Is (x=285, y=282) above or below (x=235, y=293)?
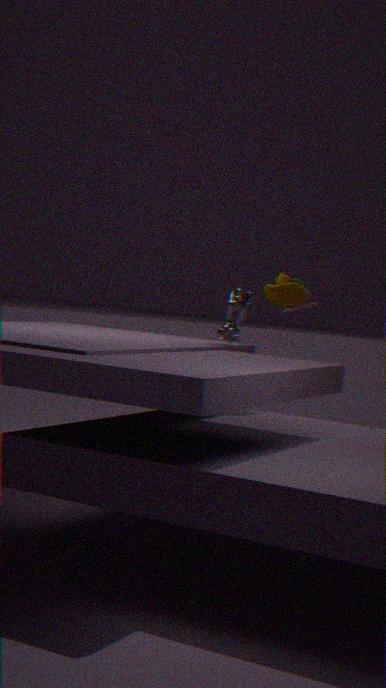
above
